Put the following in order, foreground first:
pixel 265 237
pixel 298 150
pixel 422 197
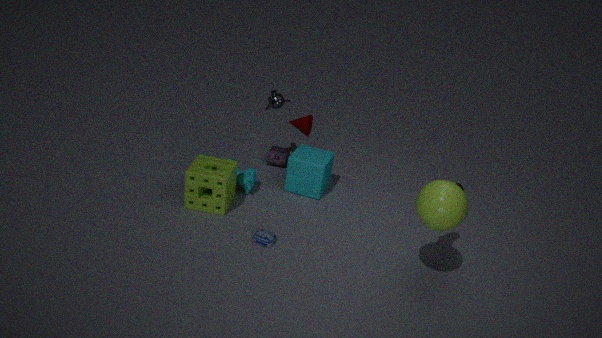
1. pixel 422 197
2. pixel 265 237
3. pixel 298 150
